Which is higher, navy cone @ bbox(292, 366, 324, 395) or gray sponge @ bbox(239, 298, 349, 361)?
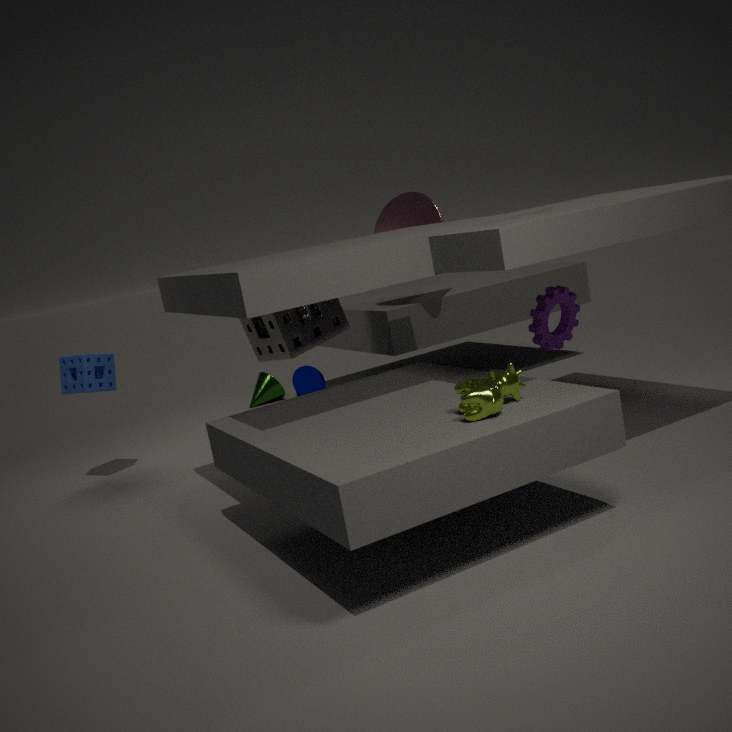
gray sponge @ bbox(239, 298, 349, 361)
